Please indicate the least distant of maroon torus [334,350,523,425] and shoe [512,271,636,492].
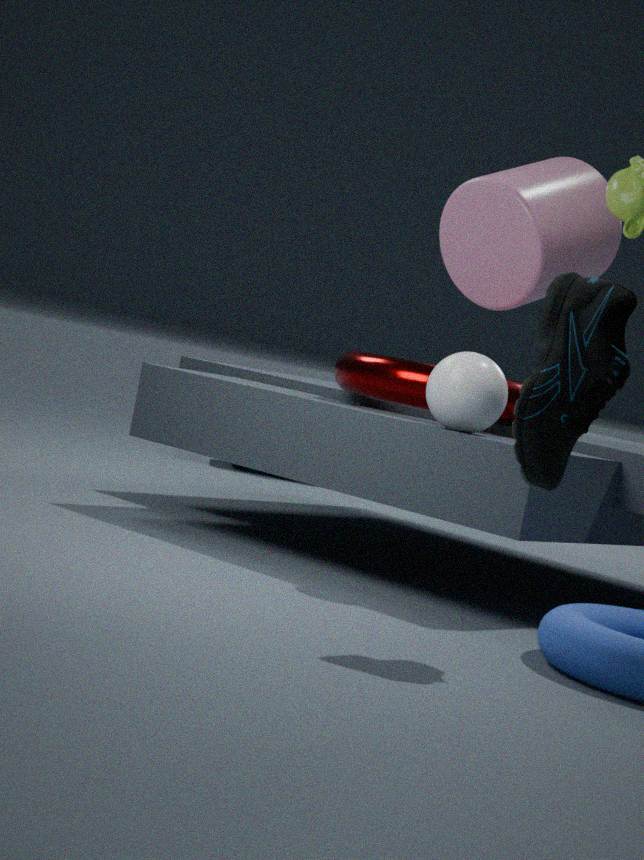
shoe [512,271,636,492]
